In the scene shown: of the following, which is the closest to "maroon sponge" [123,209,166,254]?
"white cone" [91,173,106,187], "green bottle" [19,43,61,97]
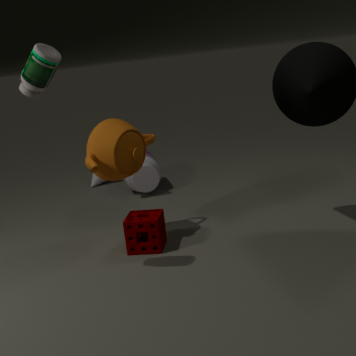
"green bottle" [19,43,61,97]
